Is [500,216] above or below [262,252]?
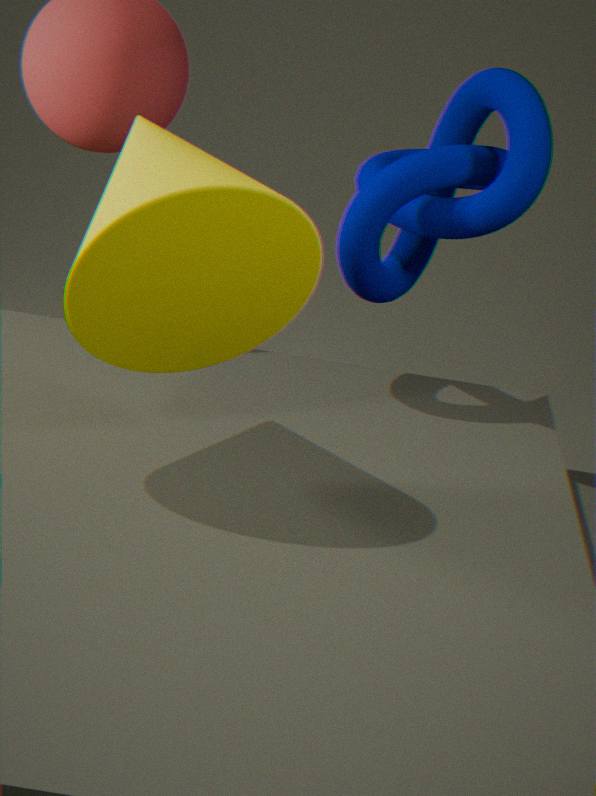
above
